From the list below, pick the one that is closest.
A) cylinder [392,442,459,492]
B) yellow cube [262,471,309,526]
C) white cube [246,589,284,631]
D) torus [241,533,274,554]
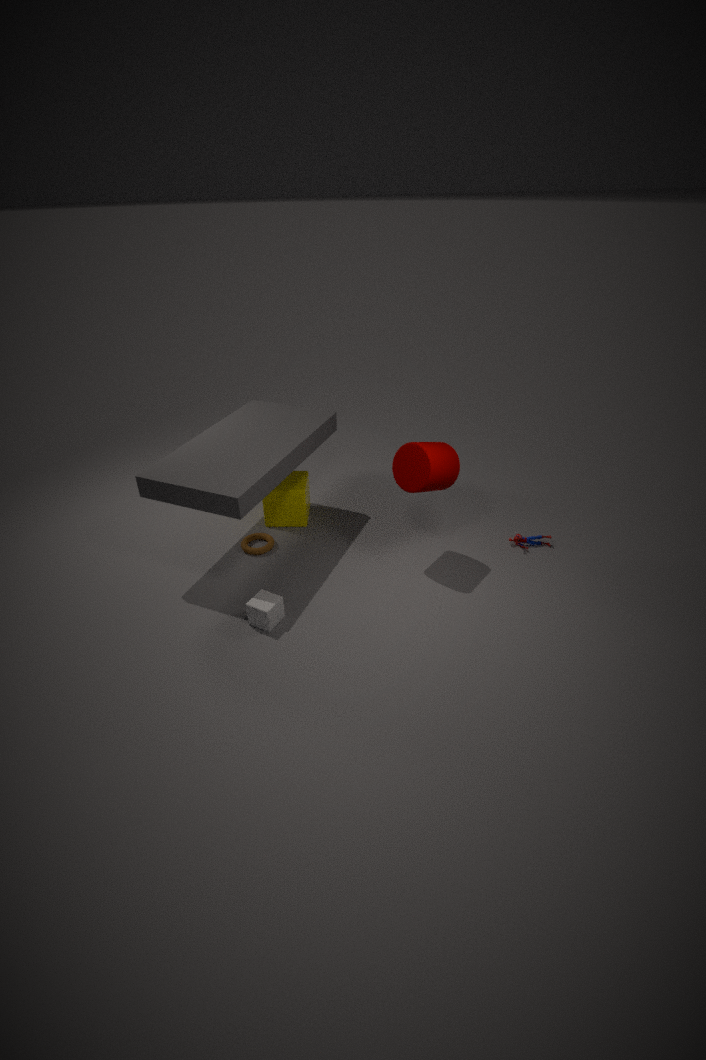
white cube [246,589,284,631]
